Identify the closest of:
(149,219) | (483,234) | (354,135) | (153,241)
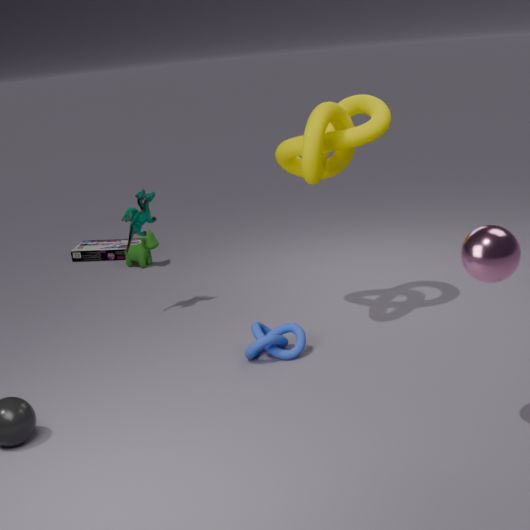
Result: (483,234)
